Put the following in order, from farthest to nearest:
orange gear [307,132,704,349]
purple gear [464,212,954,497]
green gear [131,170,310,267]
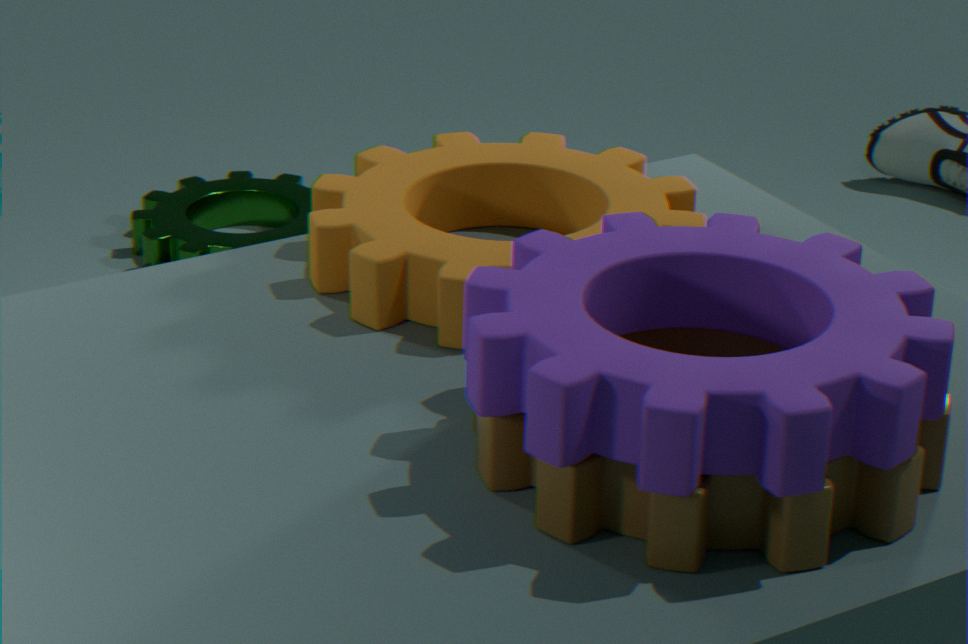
green gear [131,170,310,267] < orange gear [307,132,704,349] < purple gear [464,212,954,497]
